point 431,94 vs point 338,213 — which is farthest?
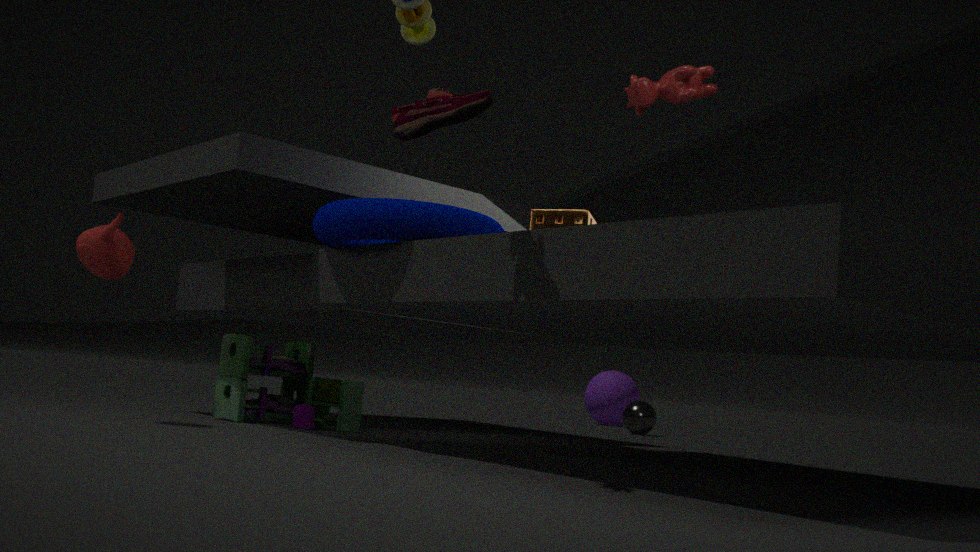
point 431,94
